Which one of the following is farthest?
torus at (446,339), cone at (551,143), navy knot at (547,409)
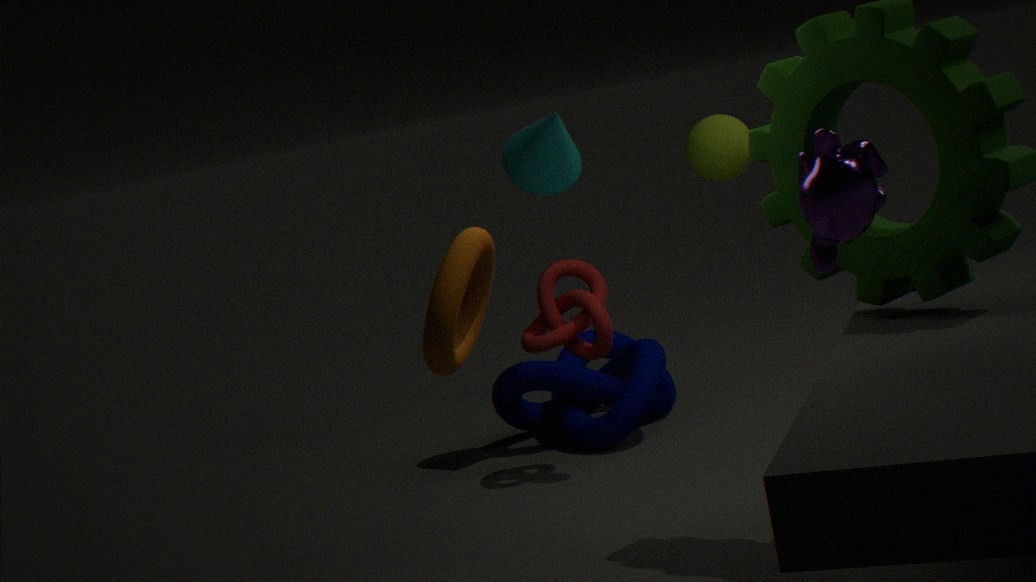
navy knot at (547,409)
